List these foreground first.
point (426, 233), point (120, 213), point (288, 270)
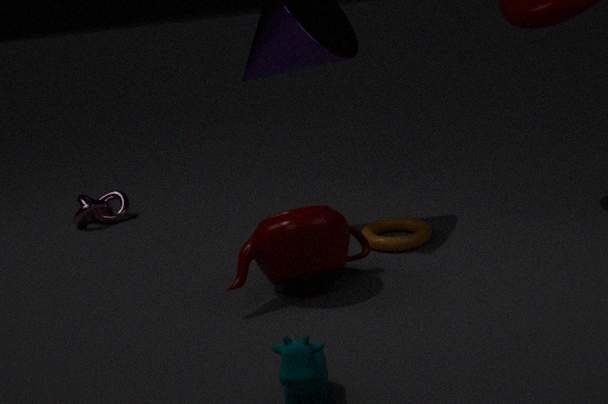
point (288, 270)
point (426, 233)
point (120, 213)
